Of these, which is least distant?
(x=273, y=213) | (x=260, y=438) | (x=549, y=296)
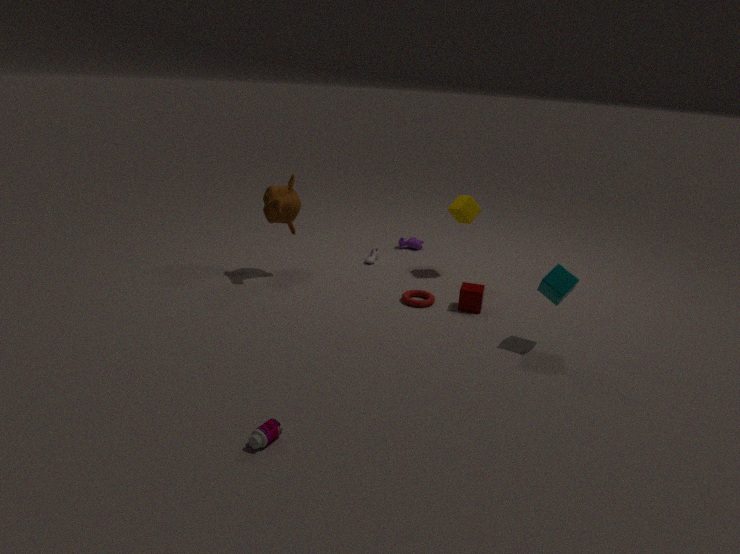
(x=260, y=438)
